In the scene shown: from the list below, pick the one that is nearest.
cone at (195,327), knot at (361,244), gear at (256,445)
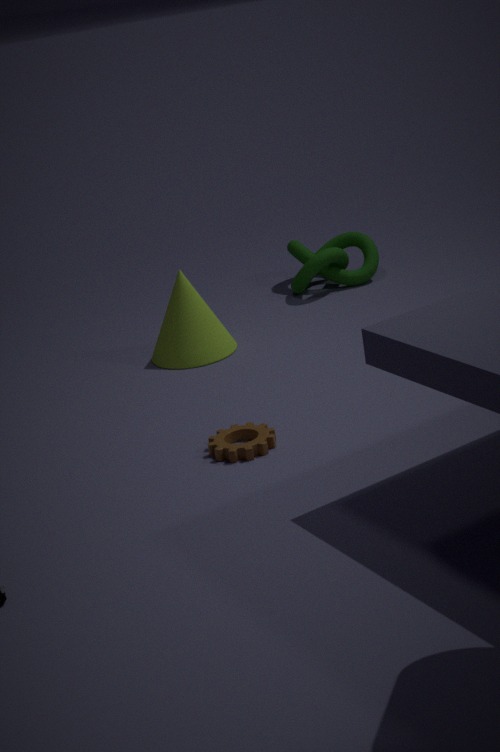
gear at (256,445)
